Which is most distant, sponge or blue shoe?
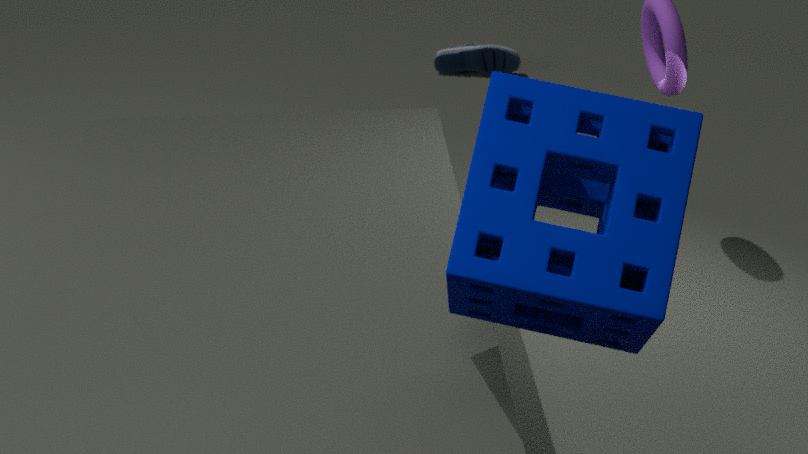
blue shoe
